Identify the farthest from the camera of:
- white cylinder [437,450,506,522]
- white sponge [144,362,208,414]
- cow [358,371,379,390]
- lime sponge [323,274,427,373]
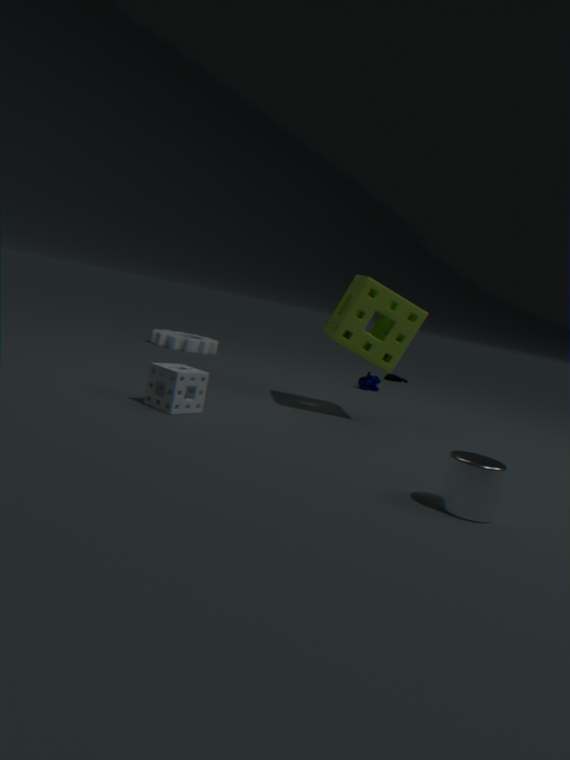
cow [358,371,379,390]
